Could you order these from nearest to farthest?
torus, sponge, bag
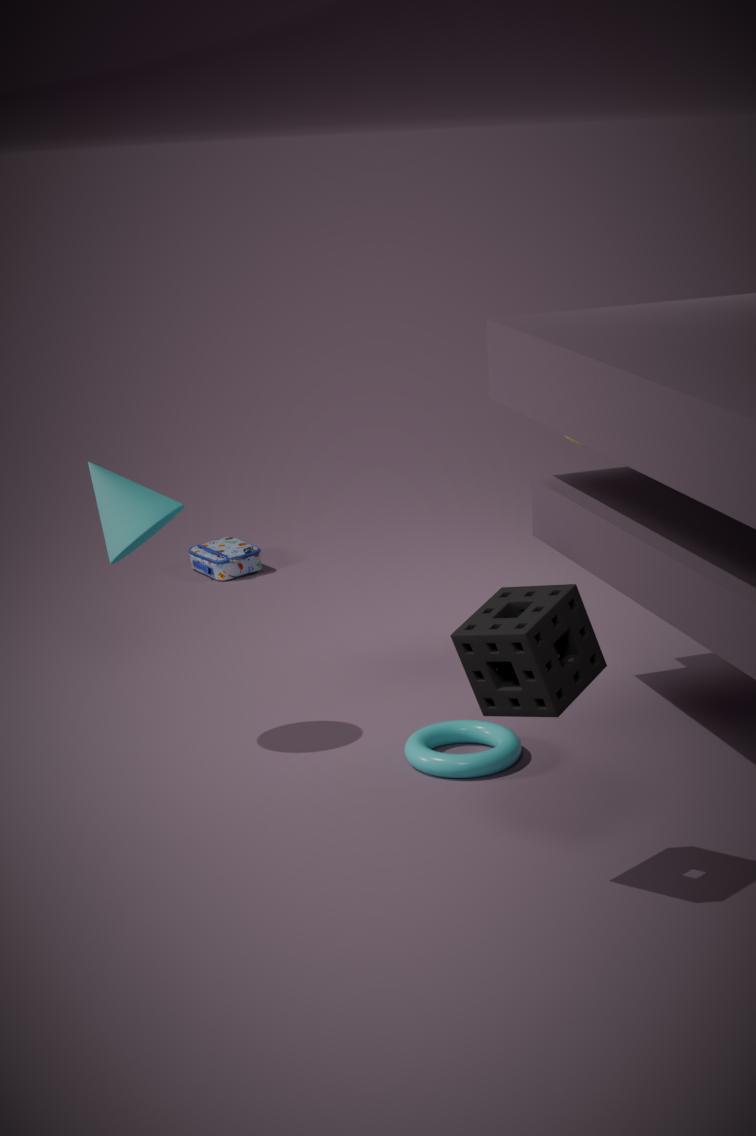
sponge
torus
bag
